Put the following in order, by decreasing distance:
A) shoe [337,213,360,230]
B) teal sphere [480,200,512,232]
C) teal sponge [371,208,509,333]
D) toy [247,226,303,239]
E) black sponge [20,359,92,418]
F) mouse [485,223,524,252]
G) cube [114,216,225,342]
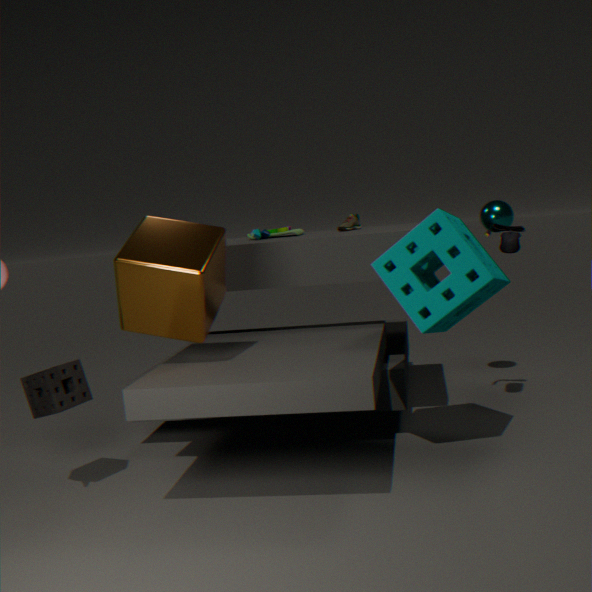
1. teal sphere [480,200,512,232]
2. shoe [337,213,360,230]
3. toy [247,226,303,239]
4. mouse [485,223,524,252]
5. black sponge [20,359,92,418]
6. teal sponge [371,208,509,333]
7. cube [114,216,225,342]
